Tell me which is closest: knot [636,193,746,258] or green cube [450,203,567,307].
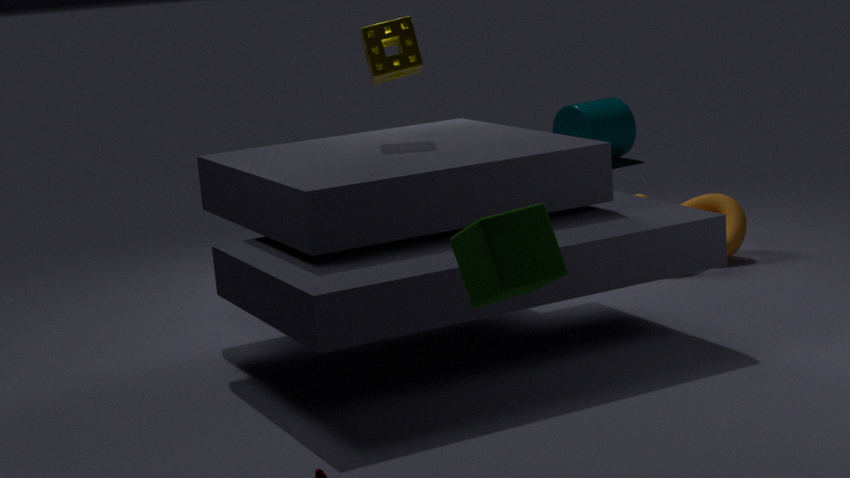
green cube [450,203,567,307]
